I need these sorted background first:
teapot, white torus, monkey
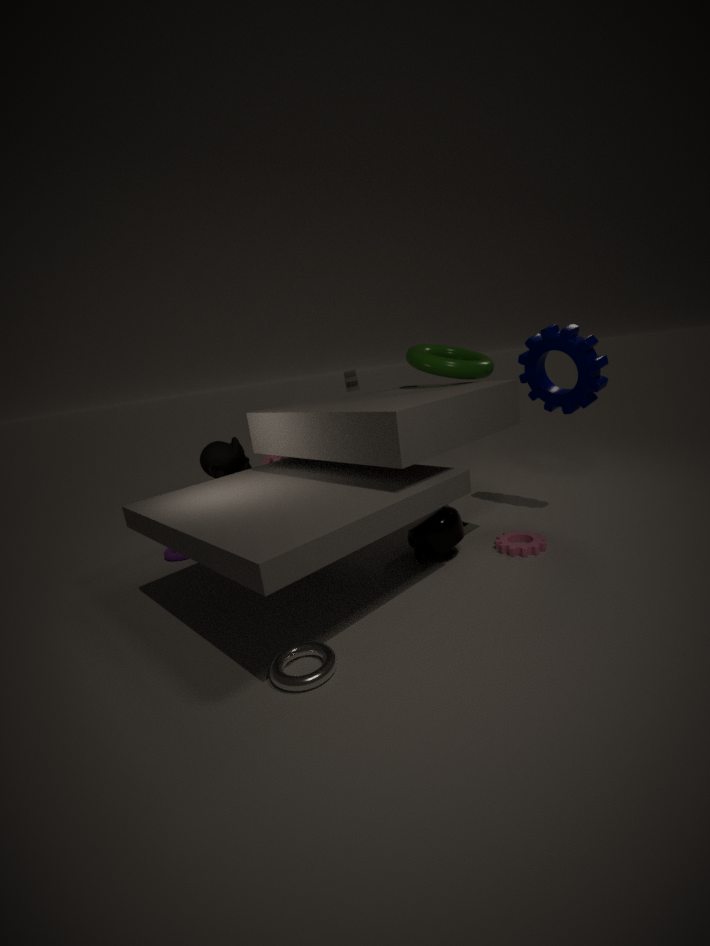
monkey, teapot, white torus
